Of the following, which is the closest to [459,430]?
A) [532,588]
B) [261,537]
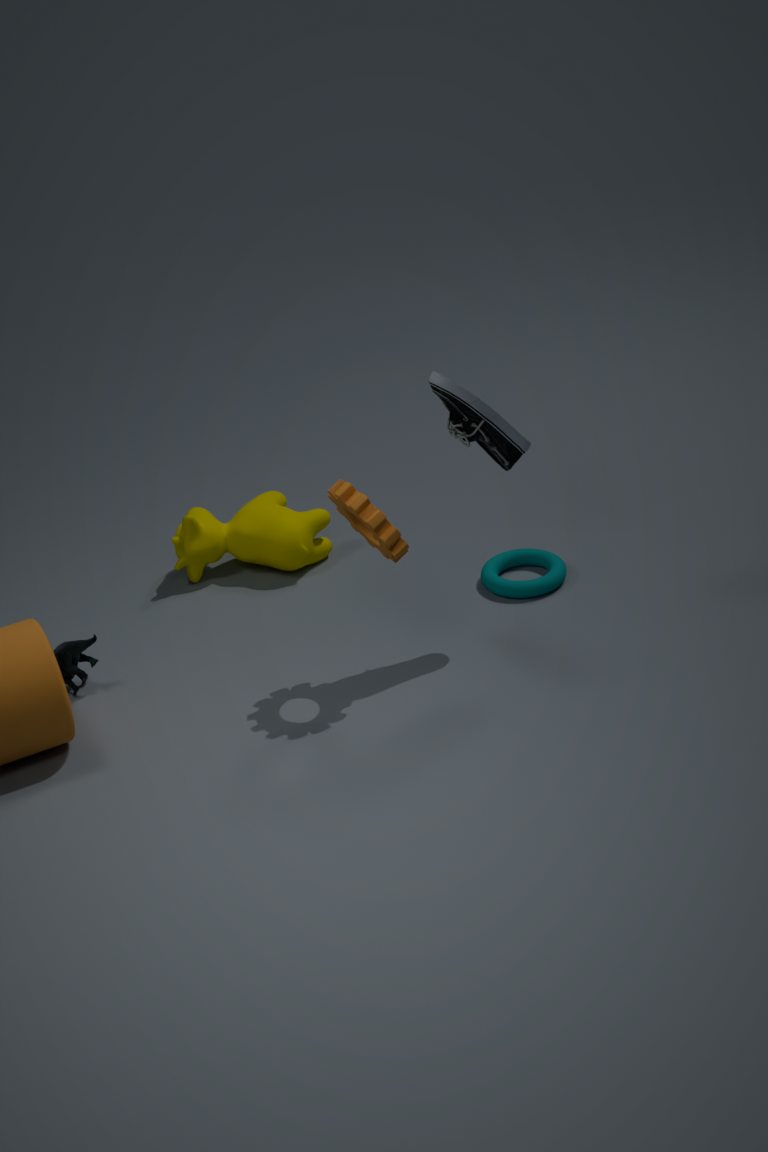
[532,588]
